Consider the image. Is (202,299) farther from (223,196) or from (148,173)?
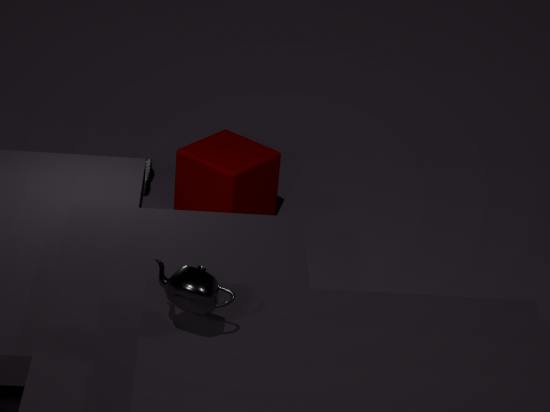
(148,173)
